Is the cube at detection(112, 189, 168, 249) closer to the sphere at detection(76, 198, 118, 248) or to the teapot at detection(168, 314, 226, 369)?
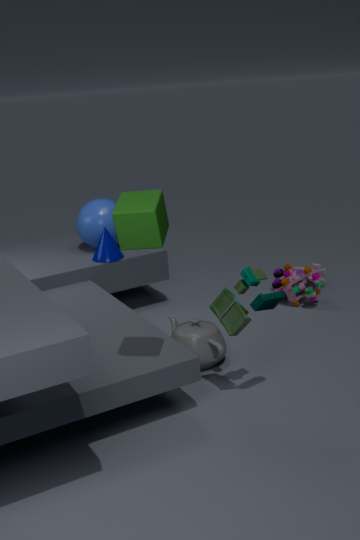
the teapot at detection(168, 314, 226, 369)
